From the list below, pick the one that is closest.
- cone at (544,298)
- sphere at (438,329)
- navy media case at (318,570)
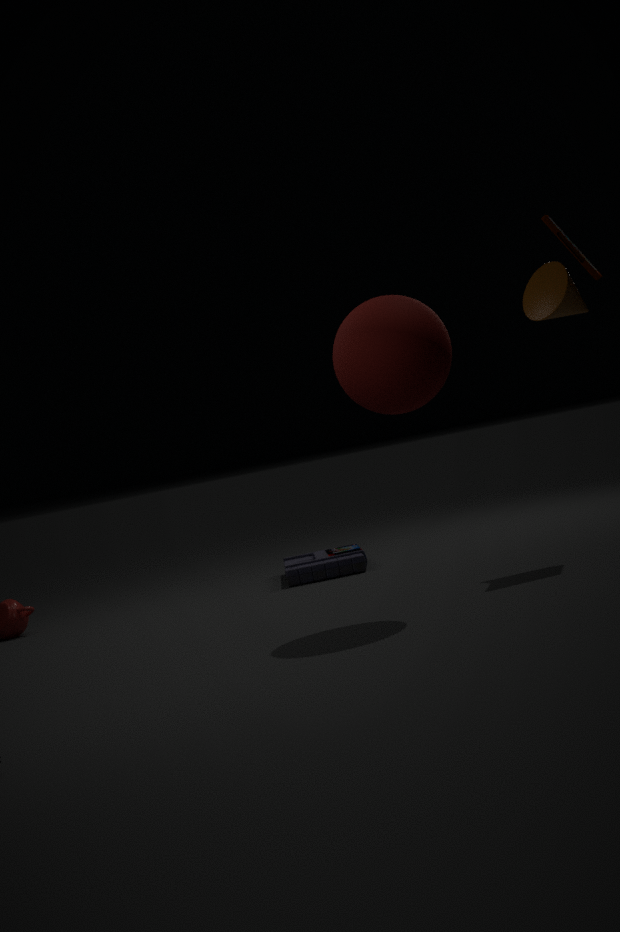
sphere at (438,329)
